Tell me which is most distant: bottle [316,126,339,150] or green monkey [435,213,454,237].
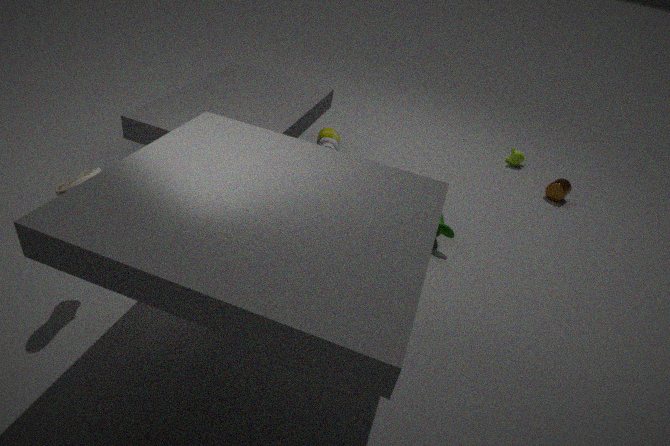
bottle [316,126,339,150]
